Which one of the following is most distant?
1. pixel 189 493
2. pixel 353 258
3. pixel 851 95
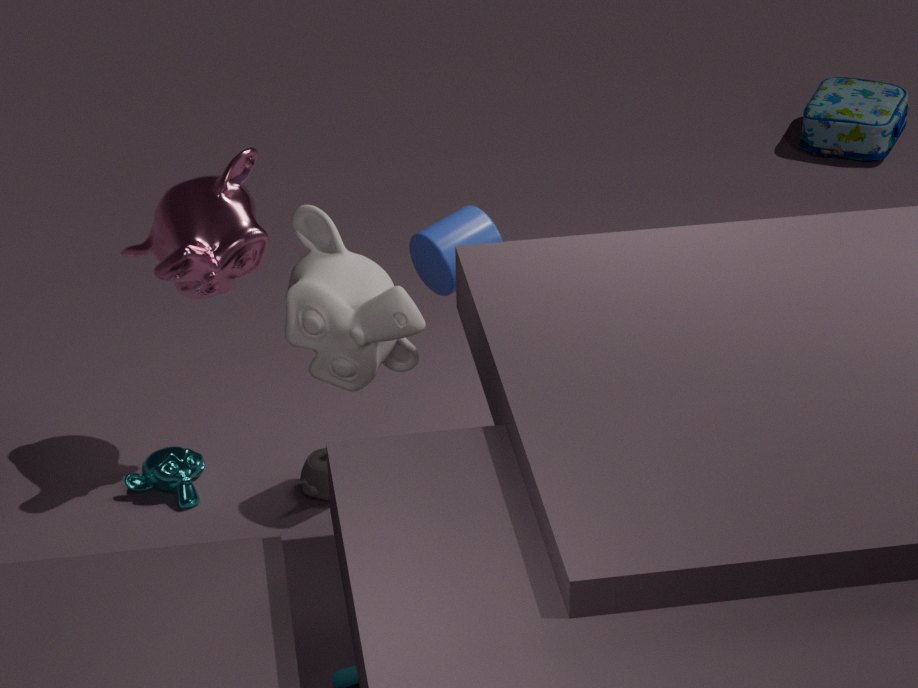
pixel 851 95
